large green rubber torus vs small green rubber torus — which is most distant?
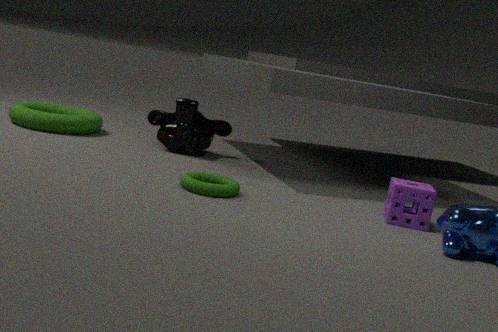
large green rubber torus
